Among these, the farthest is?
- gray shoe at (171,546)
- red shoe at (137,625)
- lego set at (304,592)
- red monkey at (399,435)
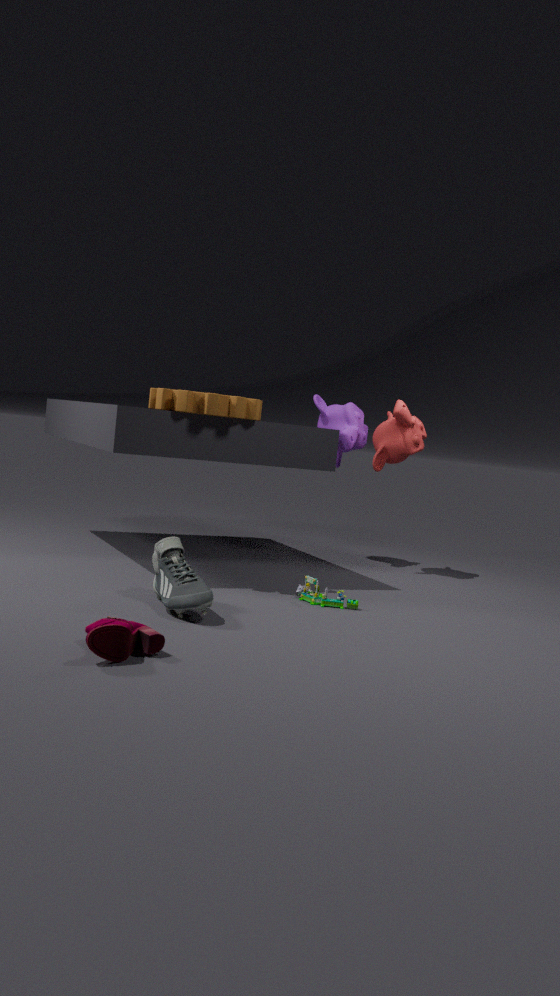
red monkey at (399,435)
